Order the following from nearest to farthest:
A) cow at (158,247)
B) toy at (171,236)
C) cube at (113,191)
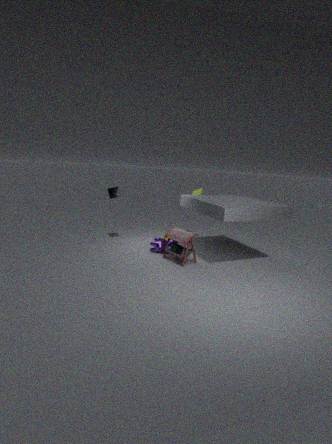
toy at (171,236)
cow at (158,247)
cube at (113,191)
